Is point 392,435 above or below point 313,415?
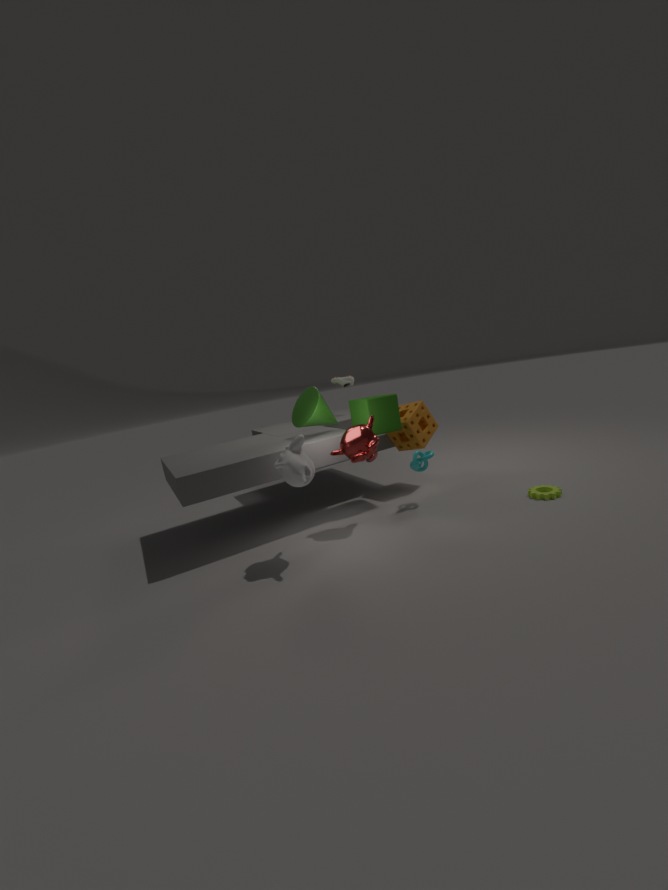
below
